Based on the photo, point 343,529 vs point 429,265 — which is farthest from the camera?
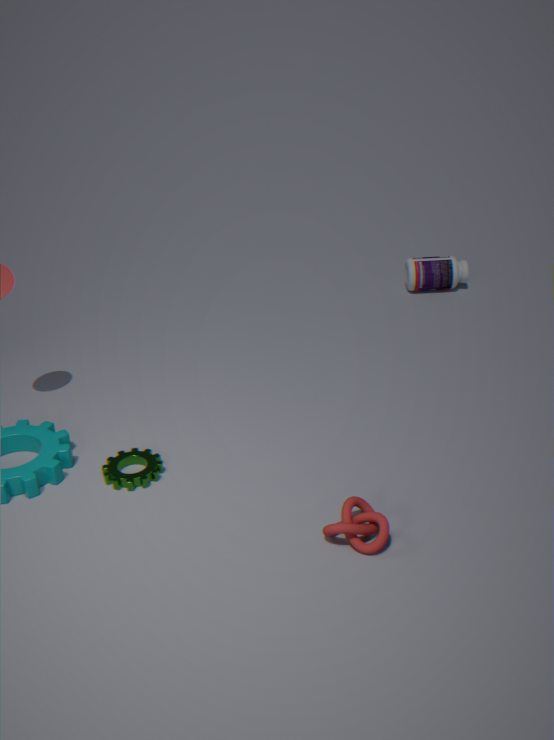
point 429,265
